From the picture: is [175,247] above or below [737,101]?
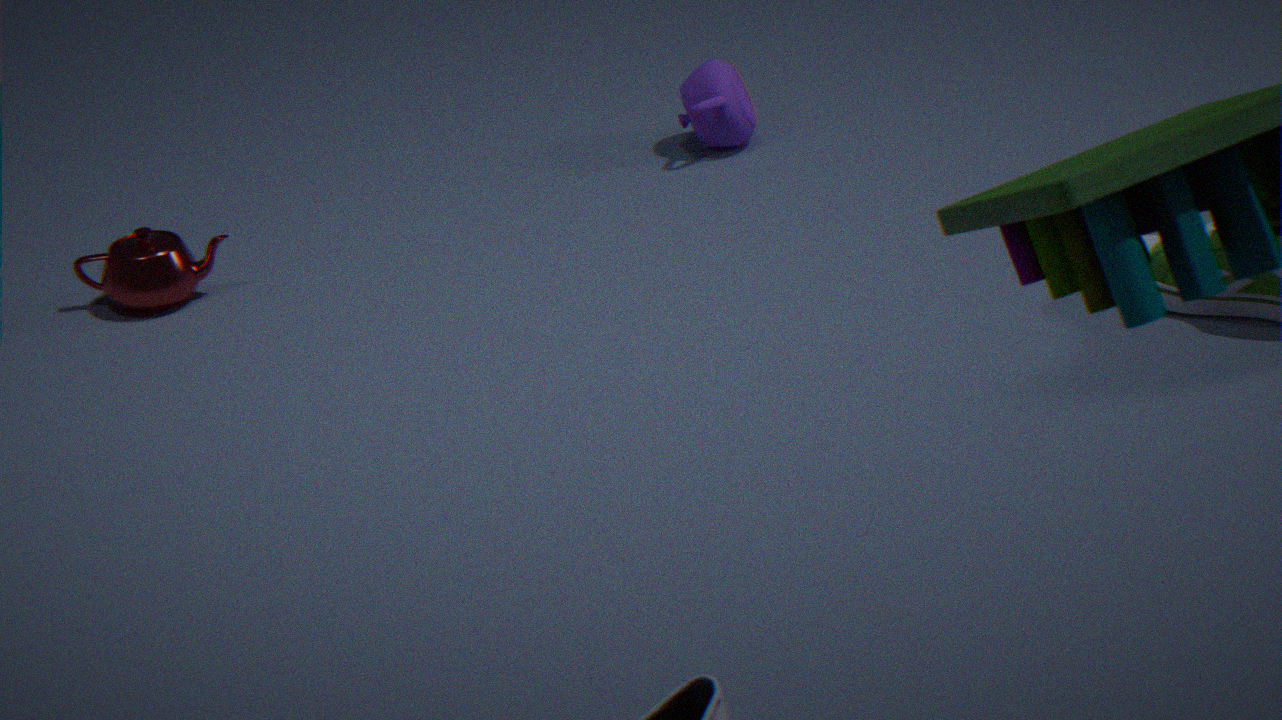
below
